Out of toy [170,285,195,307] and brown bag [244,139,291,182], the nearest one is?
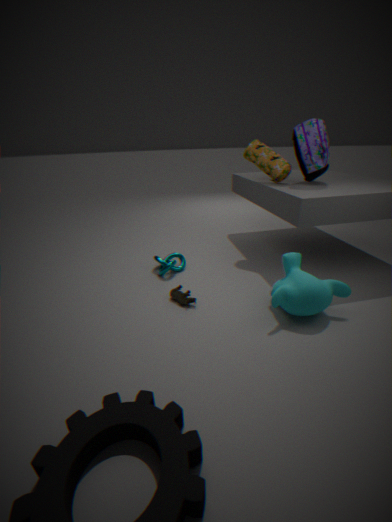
toy [170,285,195,307]
